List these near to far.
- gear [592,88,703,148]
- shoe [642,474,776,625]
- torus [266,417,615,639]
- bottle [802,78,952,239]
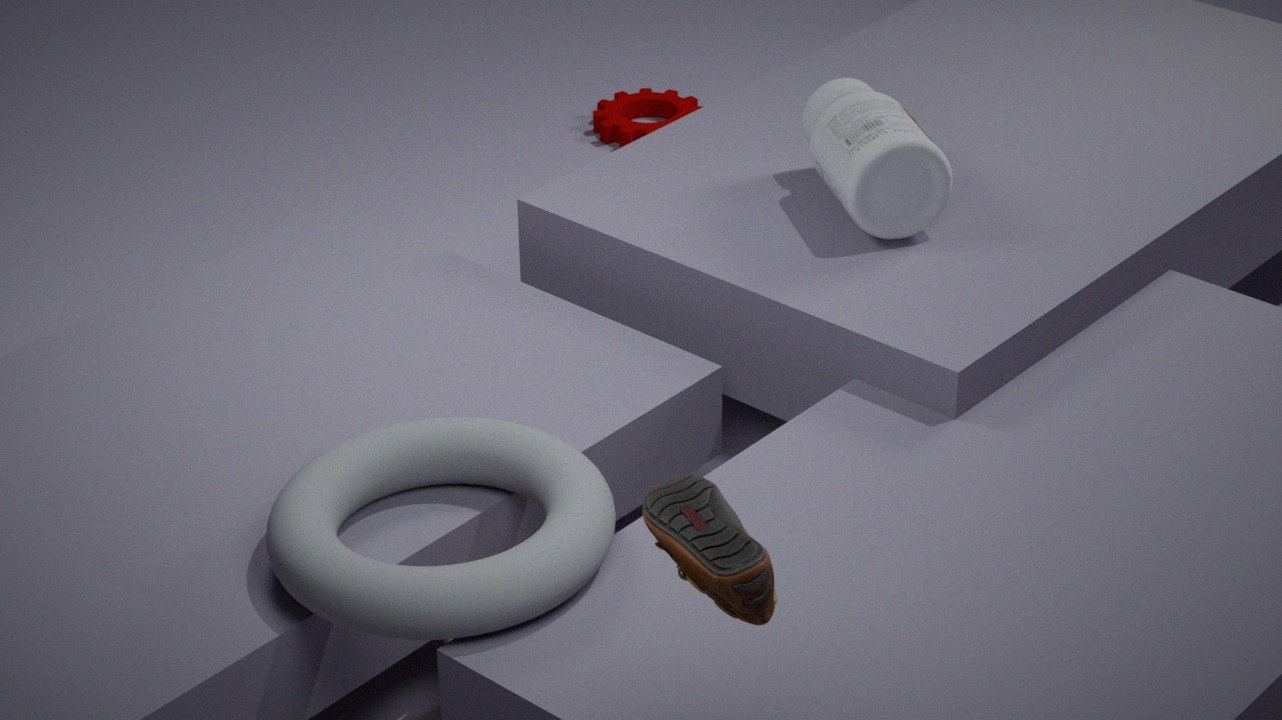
shoe [642,474,776,625] < torus [266,417,615,639] < bottle [802,78,952,239] < gear [592,88,703,148]
